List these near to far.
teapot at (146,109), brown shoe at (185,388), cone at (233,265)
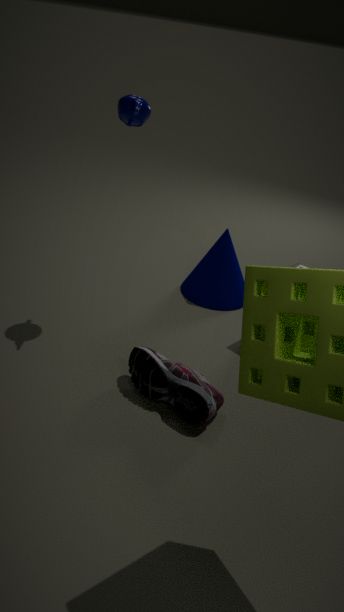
brown shoe at (185,388), teapot at (146,109), cone at (233,265)
